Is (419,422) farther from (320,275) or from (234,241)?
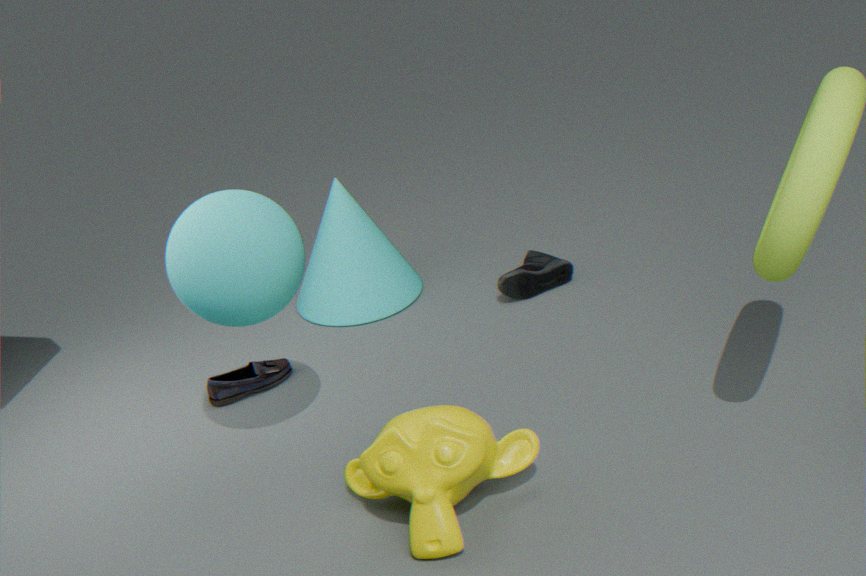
(320,275)
